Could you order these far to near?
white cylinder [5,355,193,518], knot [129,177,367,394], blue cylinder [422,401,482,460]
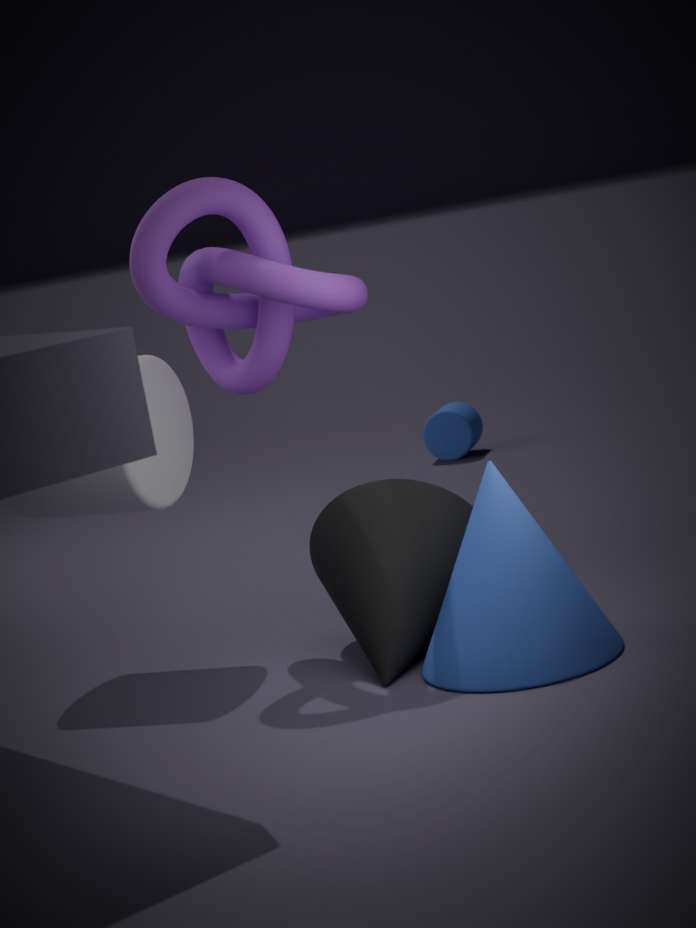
blue cylinder [422,401,482,460] < white cylinder [5,355,193,518] < knot [129,177,367,394]
